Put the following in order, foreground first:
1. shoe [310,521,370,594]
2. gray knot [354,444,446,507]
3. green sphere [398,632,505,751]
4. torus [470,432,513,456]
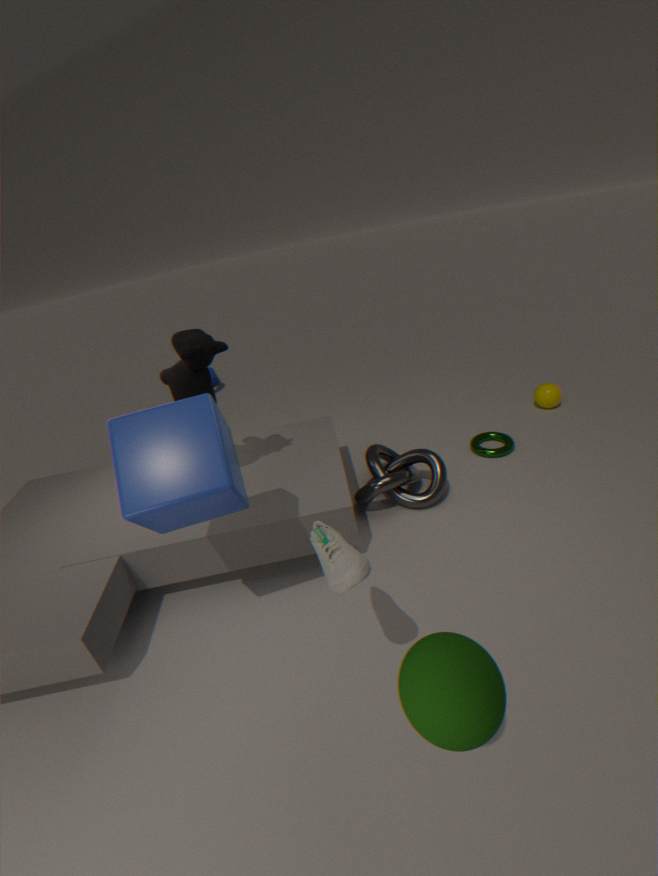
green sphere [398,632,505,751] < shoe [310,521,370,594] < gray knot [354,444,446,507] < torus [470,432,513,456]
